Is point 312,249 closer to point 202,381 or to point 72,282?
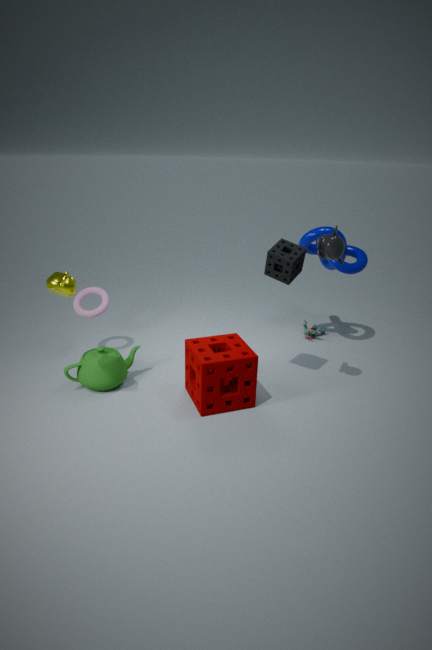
point 202,381
